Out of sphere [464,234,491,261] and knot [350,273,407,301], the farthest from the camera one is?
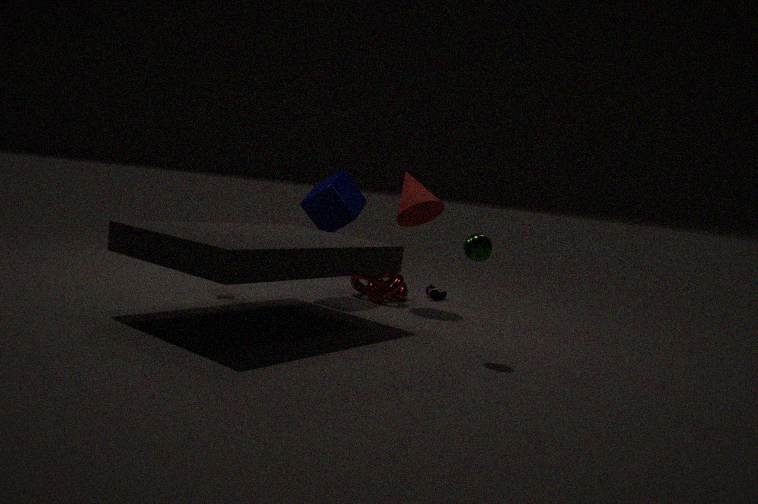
knot [350,273,407,301]
